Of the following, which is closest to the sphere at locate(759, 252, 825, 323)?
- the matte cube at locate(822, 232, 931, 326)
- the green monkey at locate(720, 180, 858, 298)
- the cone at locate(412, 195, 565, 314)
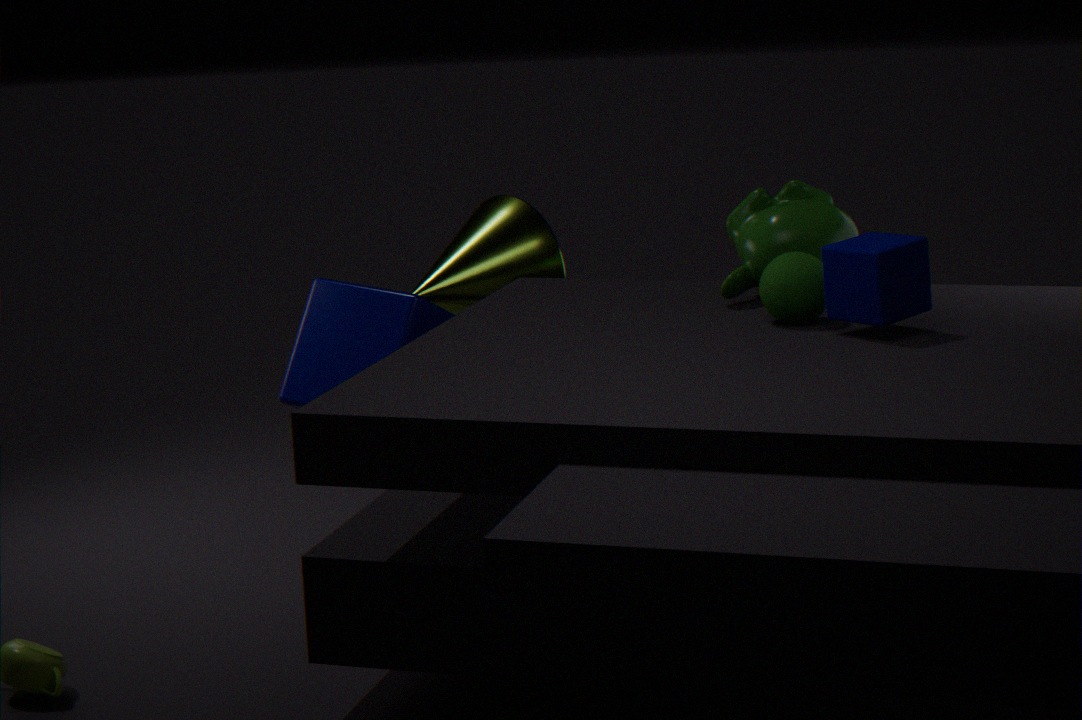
the matte cube at locate(822, 232, 931, 326)
